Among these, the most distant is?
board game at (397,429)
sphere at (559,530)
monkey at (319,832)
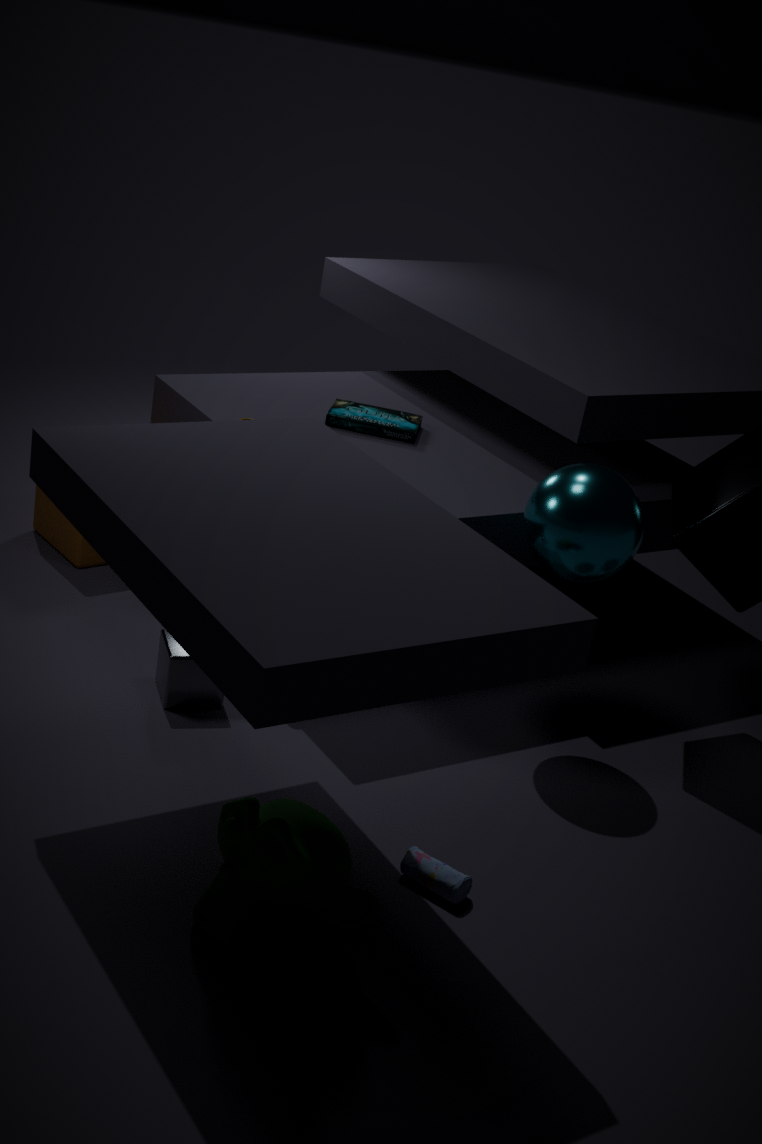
board game at (397,429)
